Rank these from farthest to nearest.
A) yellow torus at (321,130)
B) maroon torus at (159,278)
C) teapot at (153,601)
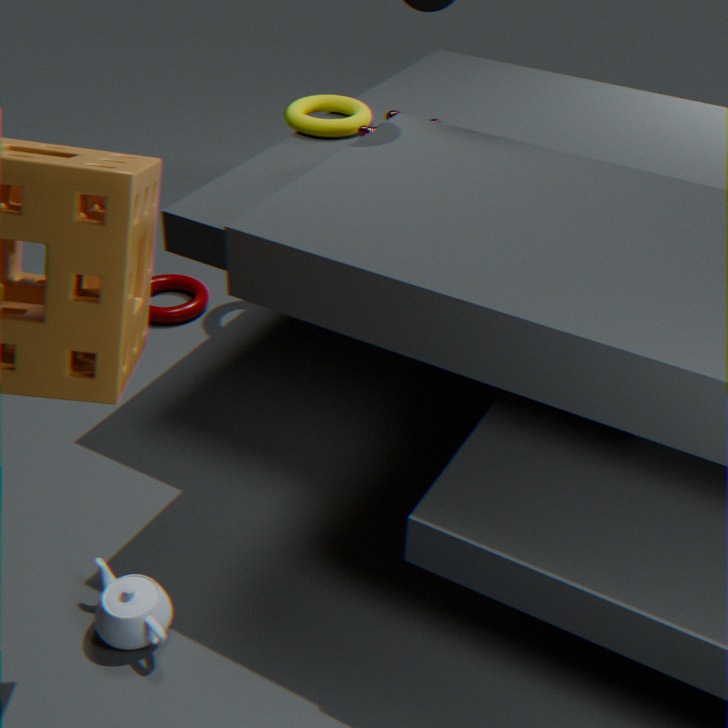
maroon torus at (159,278) < yellow torus at (321,130) < teapot at (153,601)
